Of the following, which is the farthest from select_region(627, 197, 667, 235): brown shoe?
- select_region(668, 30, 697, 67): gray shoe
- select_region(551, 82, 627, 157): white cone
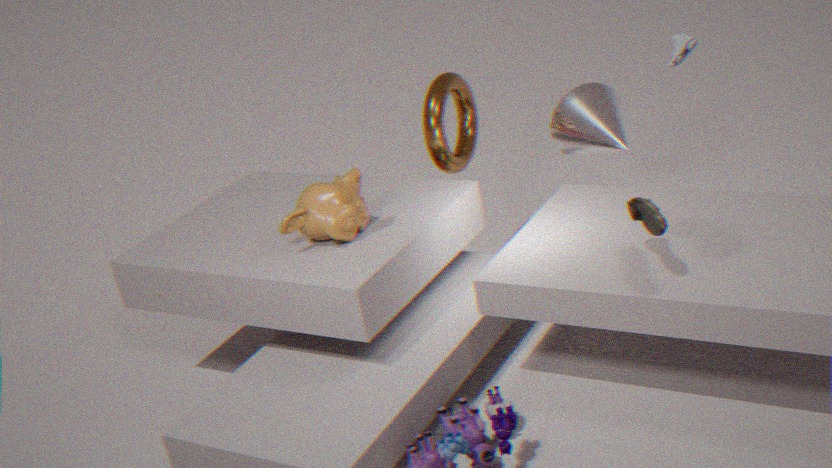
select_region(668, 30, 697, 67): gray shoe
